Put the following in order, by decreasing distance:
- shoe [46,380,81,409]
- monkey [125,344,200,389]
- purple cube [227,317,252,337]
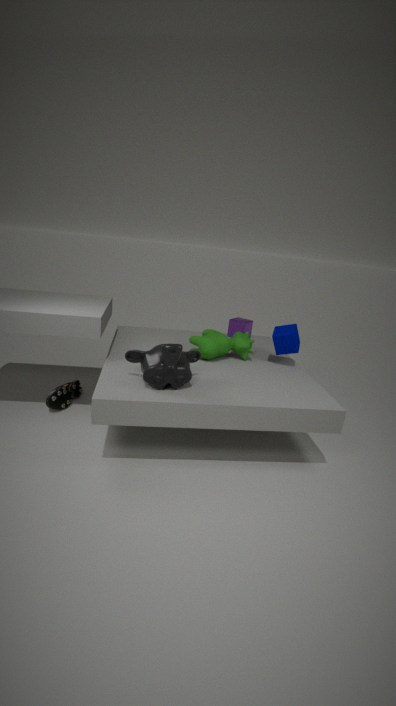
purple cube [227,317,252,337]
shoe [46,380,81,409]
monkey [125,344,200,389]
